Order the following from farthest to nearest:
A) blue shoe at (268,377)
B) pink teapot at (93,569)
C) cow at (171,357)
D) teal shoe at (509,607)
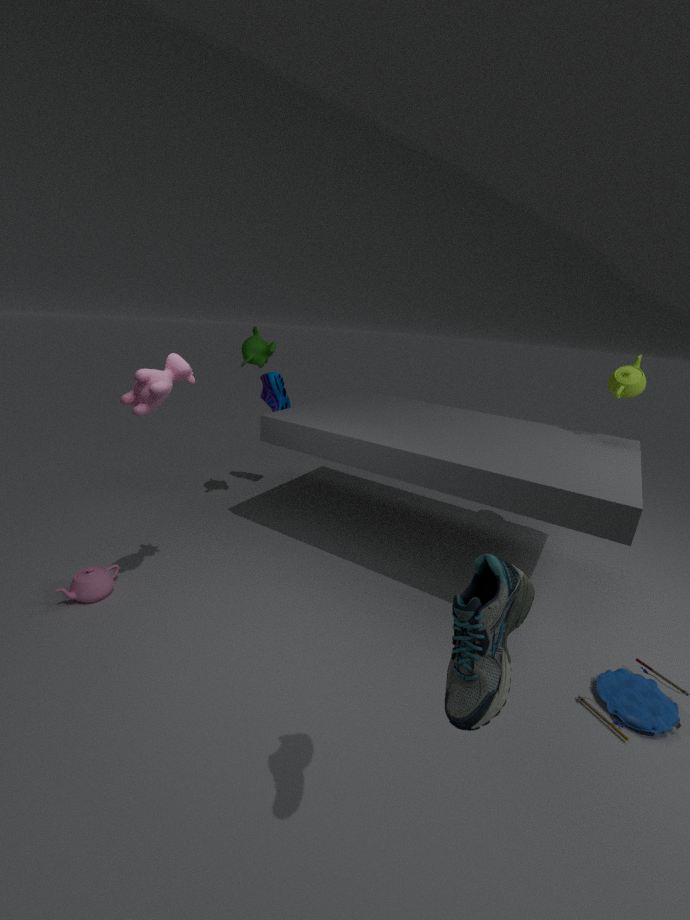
blue shoe at (268,377) → pink teapot at (93,569) → cow at (171,357) → teal shoe at (509,607)
